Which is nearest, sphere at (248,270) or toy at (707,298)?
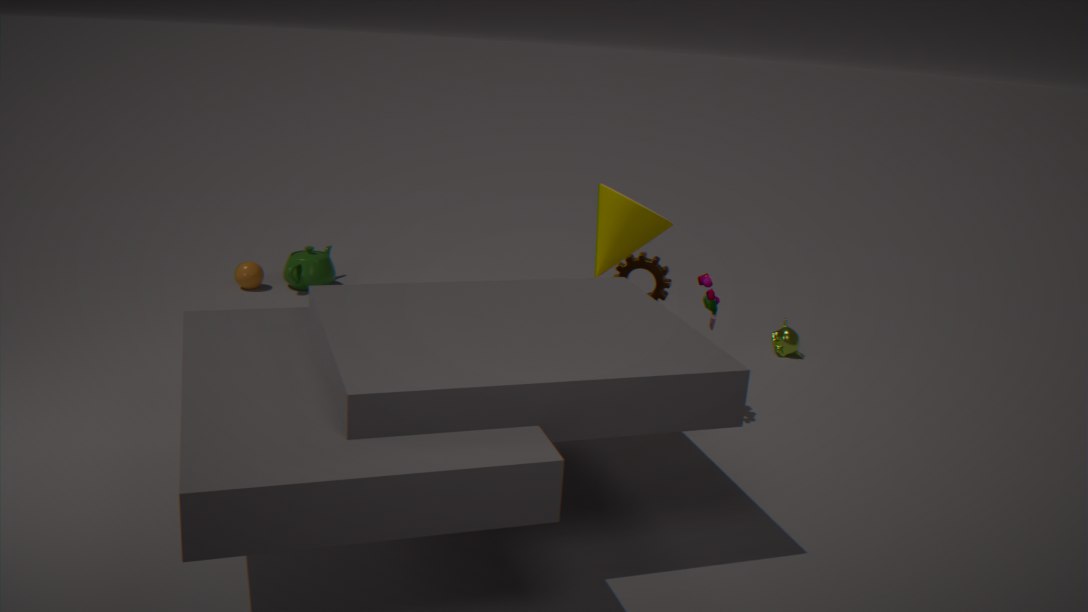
toy at (707,298)
